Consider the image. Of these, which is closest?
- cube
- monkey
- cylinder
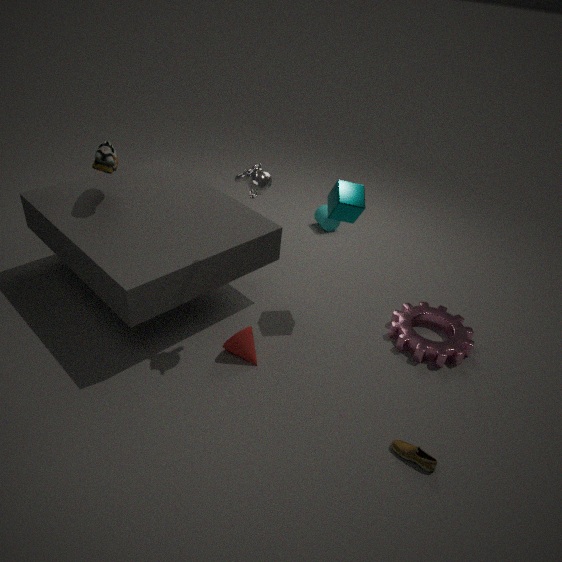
monkey
